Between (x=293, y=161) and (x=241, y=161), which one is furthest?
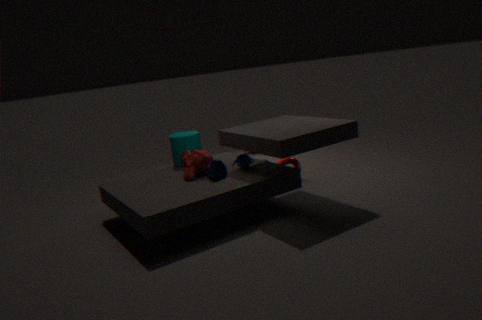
(x=293, y=161)
